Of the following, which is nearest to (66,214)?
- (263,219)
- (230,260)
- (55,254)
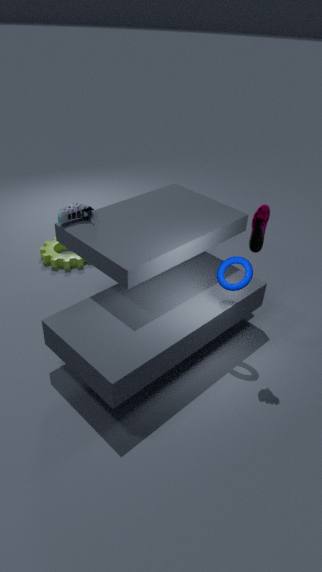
(55,254)
